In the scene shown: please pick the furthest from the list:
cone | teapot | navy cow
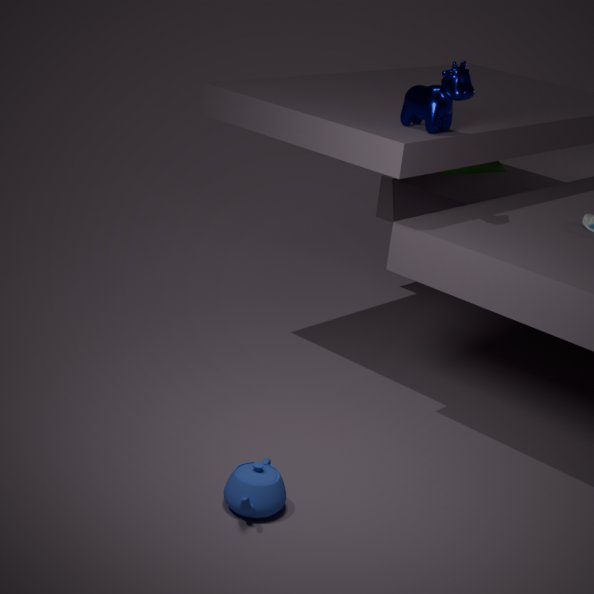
cone
